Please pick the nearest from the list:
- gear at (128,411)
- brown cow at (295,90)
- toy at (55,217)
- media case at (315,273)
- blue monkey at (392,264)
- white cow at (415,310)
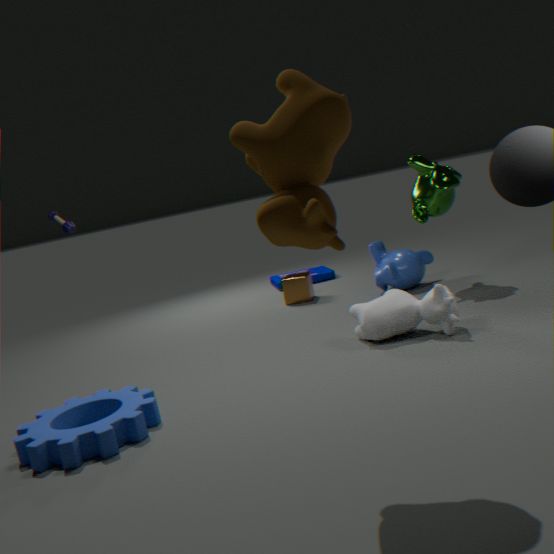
brown cow at (295,90)
